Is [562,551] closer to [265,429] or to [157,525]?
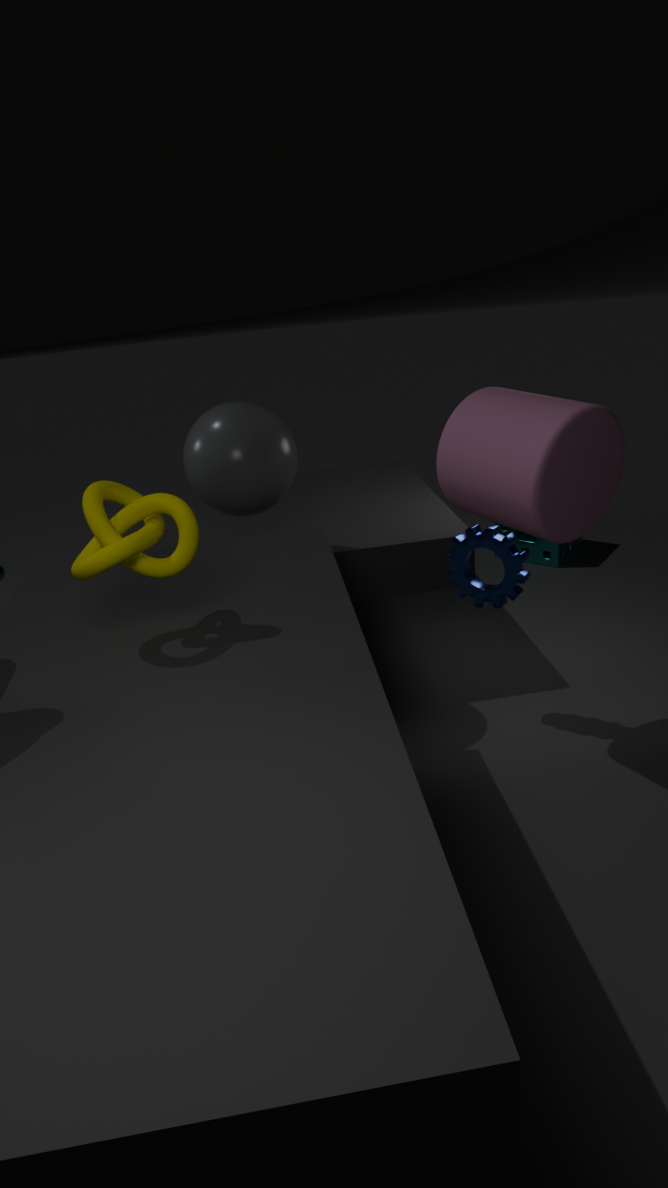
[265,429]
